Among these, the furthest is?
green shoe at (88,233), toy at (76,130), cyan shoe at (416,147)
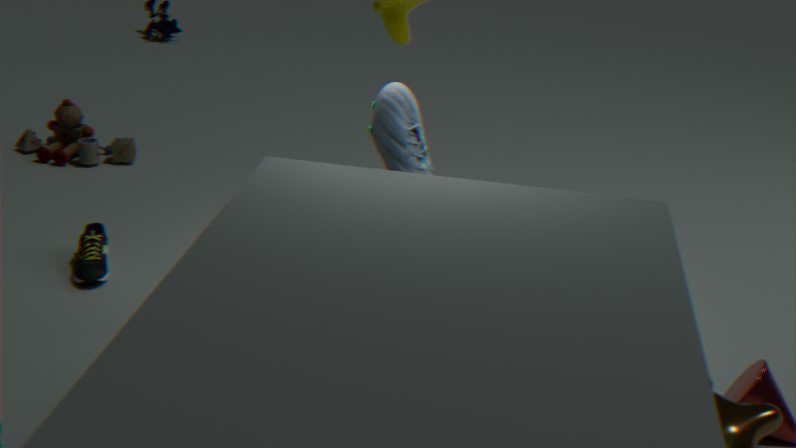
toy at (76,130)
